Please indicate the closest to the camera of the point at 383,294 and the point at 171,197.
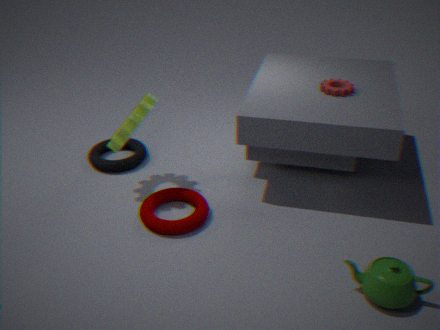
the point at 383,294
